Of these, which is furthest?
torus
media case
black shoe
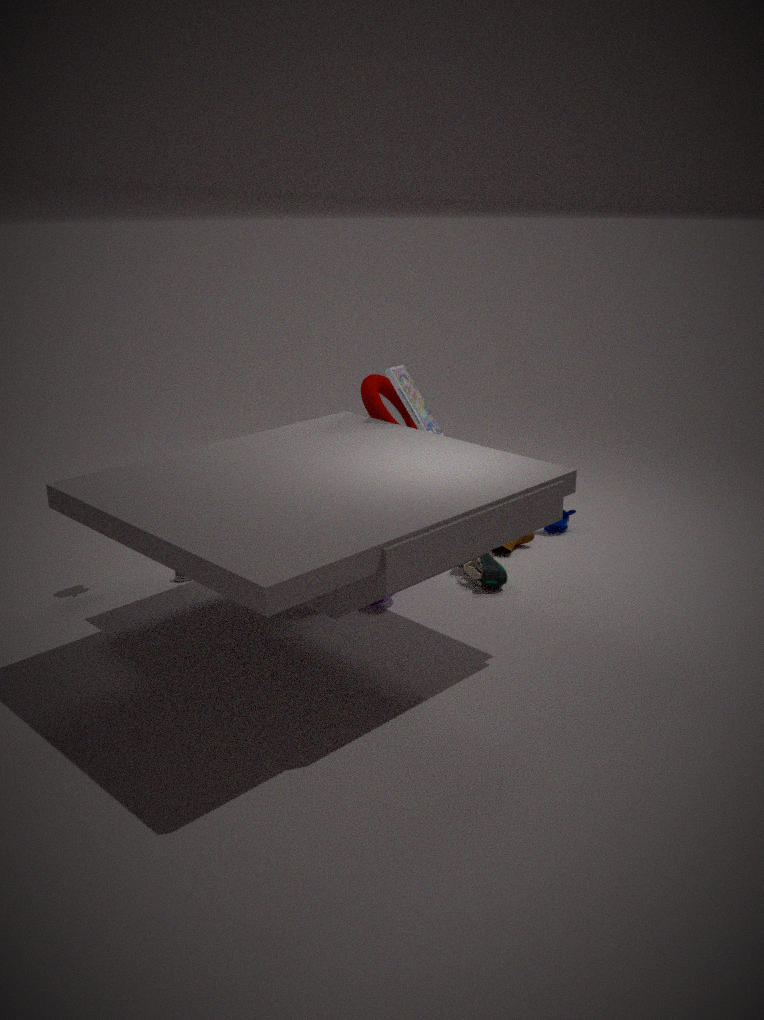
torus
